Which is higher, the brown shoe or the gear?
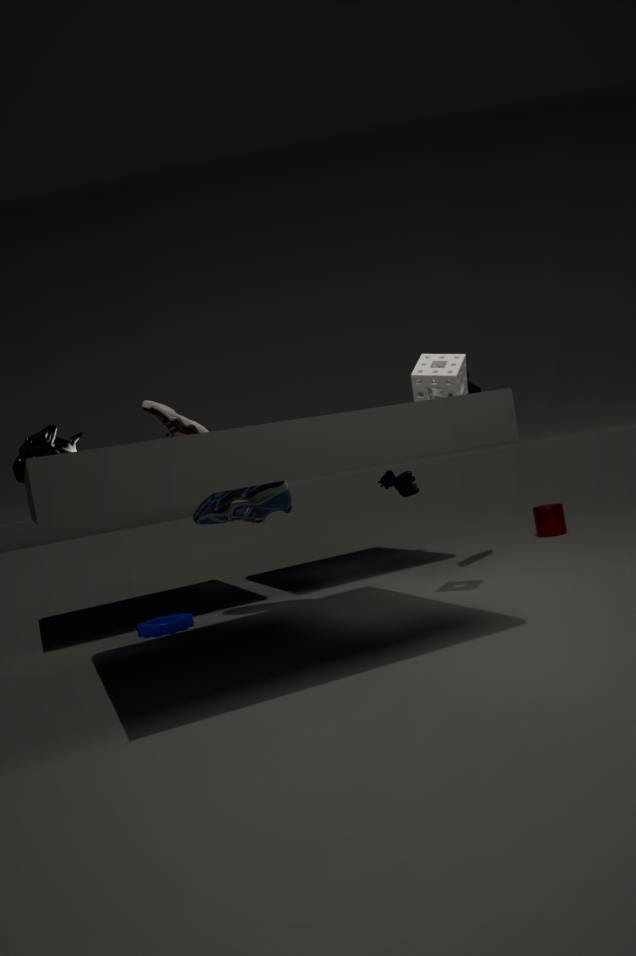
the brown shoe
